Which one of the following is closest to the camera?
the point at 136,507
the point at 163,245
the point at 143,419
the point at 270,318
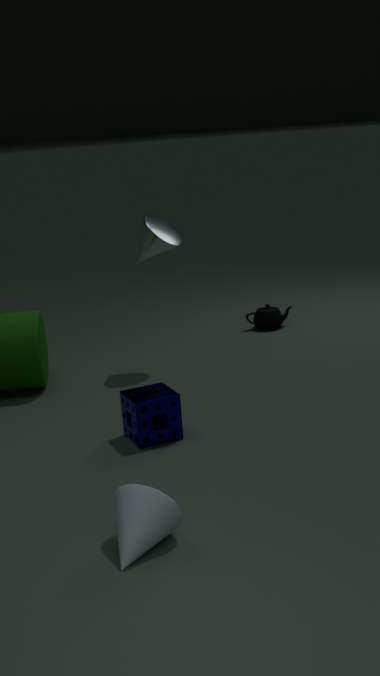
the point at 136,507
